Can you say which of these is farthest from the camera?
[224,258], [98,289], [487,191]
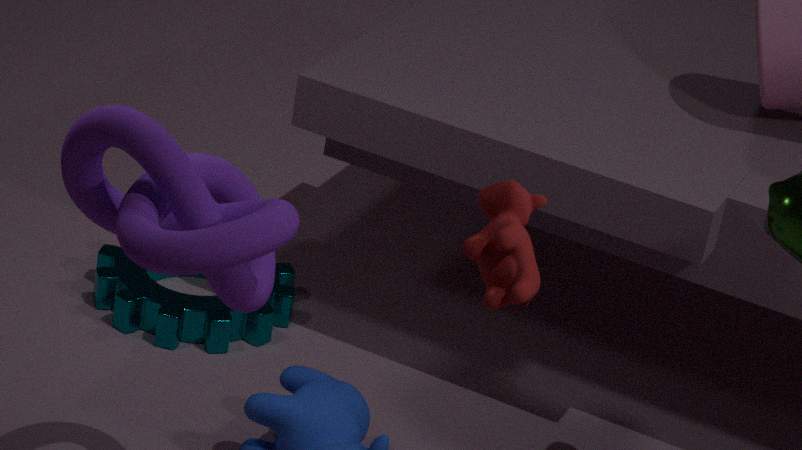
[98,289]
